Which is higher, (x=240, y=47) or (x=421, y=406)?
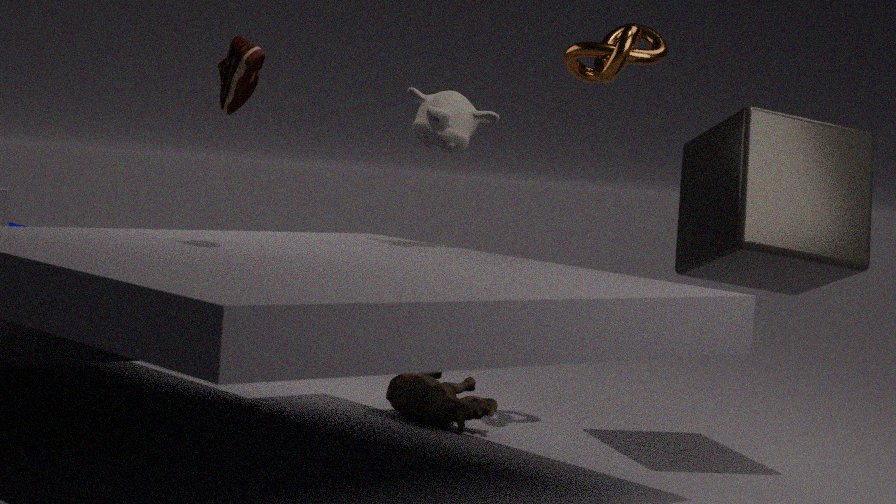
(x=240, y=47)
